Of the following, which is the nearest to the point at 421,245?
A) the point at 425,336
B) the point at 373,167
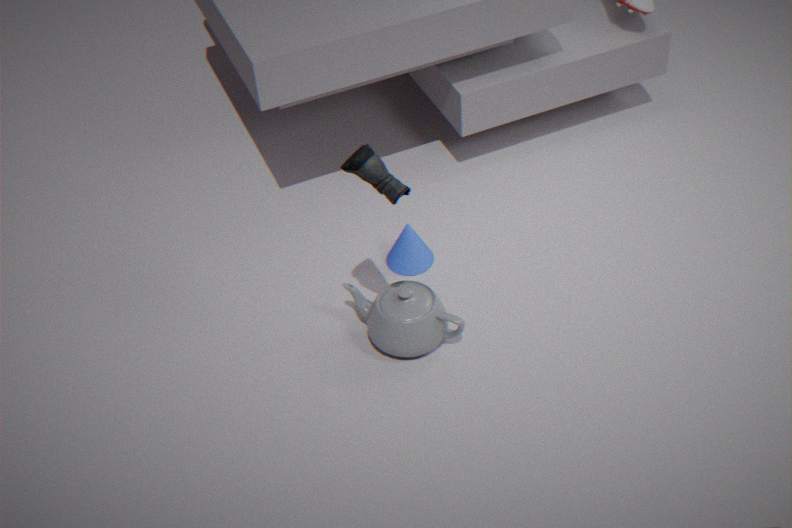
the point at 425,336
